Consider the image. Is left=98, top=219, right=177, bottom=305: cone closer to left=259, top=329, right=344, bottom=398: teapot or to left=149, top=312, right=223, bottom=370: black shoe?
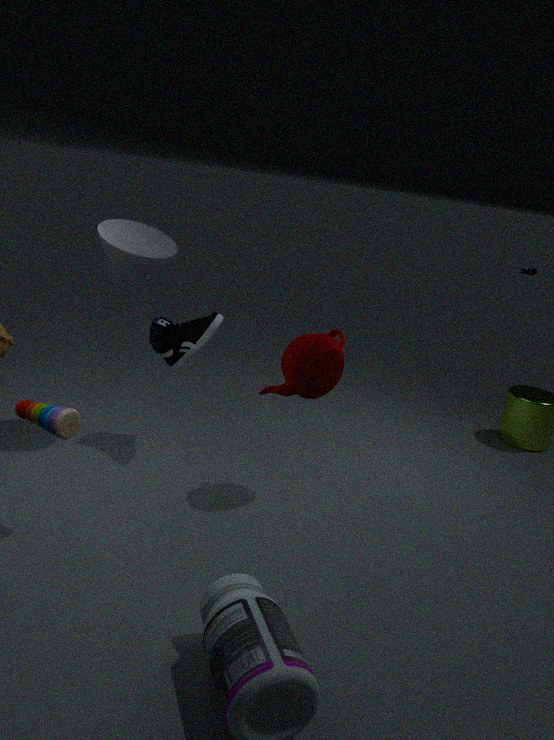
left=149, top=312, right=223, bottom=370: black shoe
